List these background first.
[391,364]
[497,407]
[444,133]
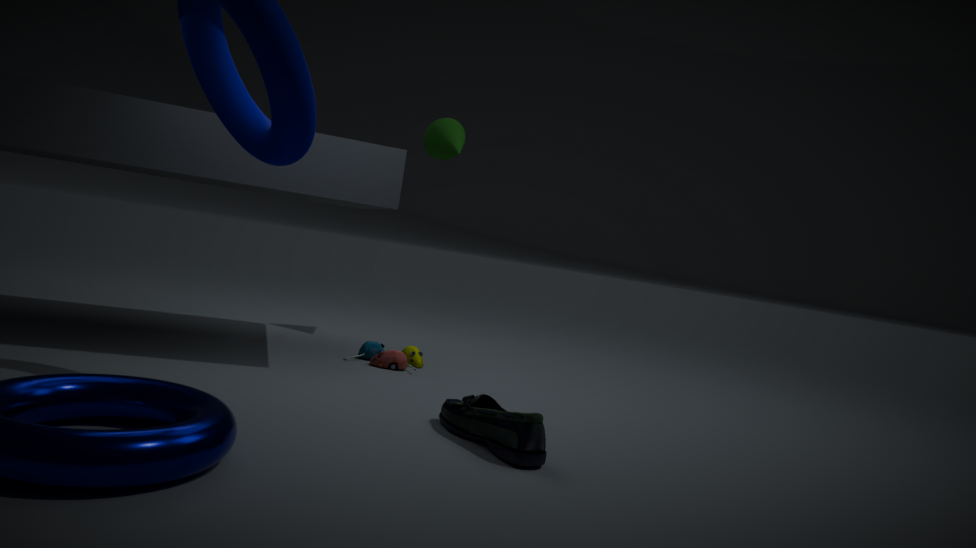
[444,133] < [391,364] < [497,407]
